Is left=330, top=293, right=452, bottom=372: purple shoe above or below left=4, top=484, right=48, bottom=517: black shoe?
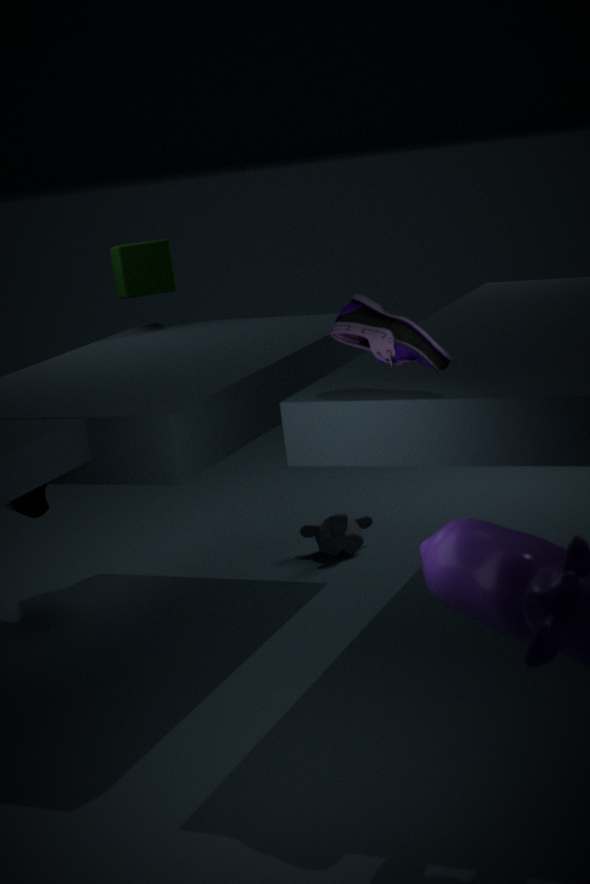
above
